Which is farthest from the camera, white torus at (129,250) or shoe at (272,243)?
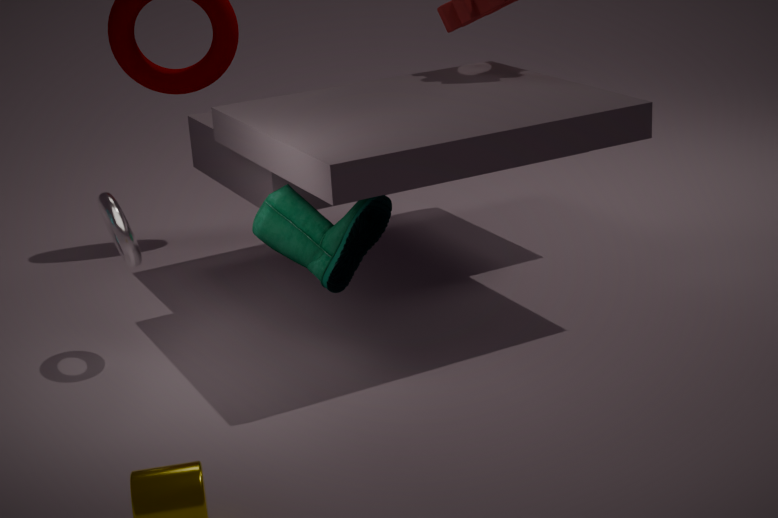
white torus at (129,250)
